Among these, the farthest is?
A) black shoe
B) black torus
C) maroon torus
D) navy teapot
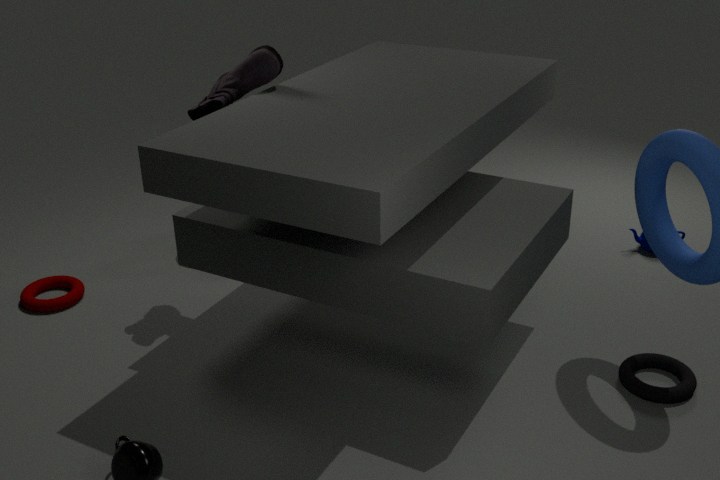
D. navy teapot
